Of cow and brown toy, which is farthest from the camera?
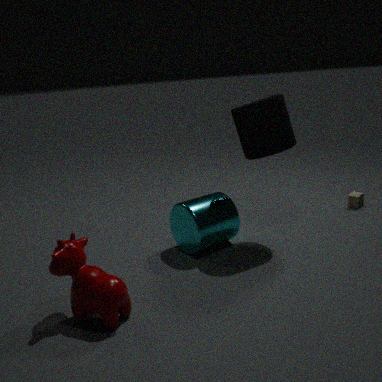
brown toy
